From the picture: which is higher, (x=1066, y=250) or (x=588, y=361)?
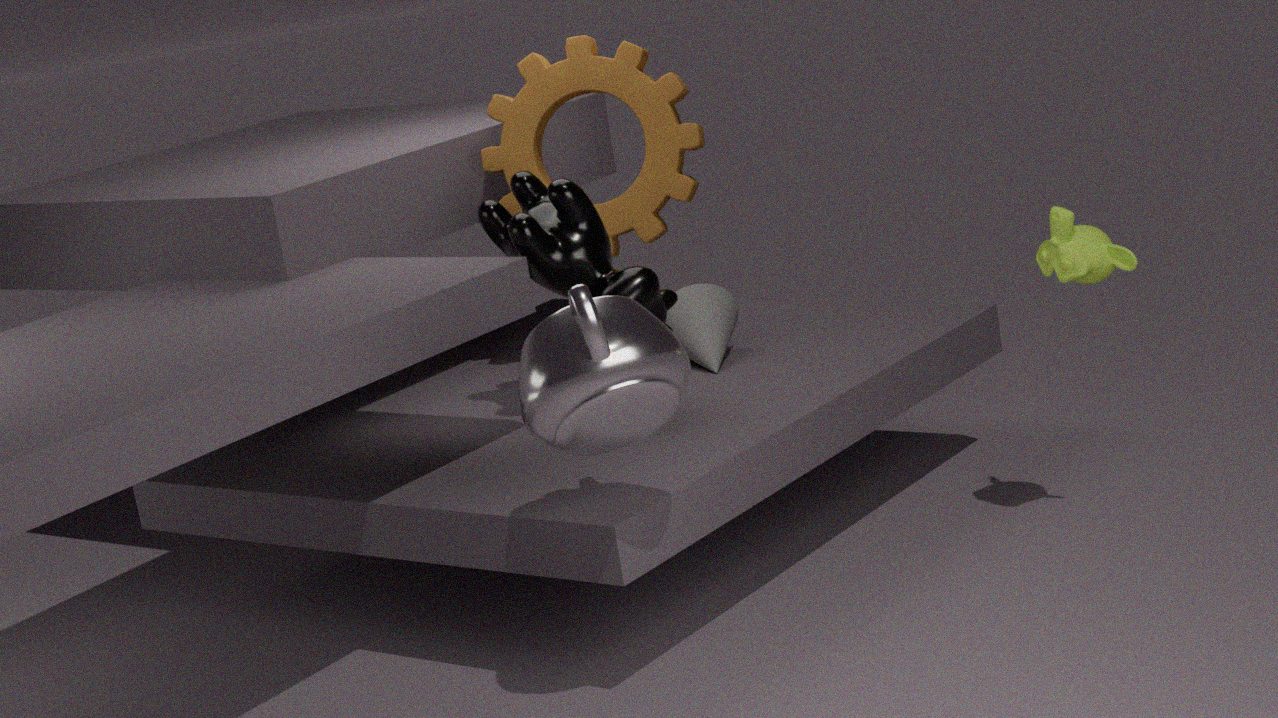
(x=588, y=361)
